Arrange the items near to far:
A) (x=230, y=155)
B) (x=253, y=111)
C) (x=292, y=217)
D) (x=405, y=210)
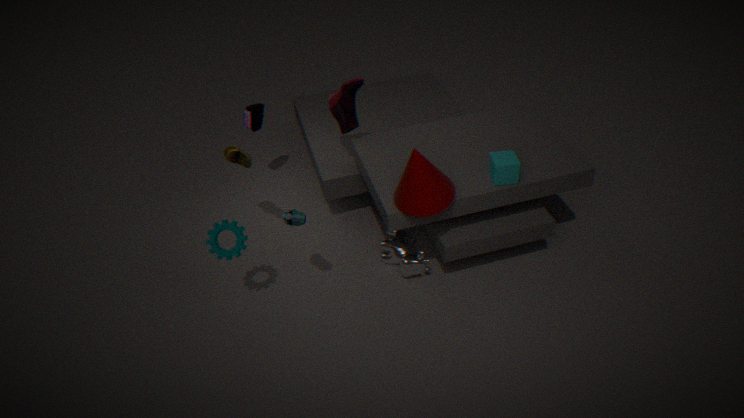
(x=292, y=217) → (x=405, y=210) → (x=230, y=155) → (x=253, y=111)
